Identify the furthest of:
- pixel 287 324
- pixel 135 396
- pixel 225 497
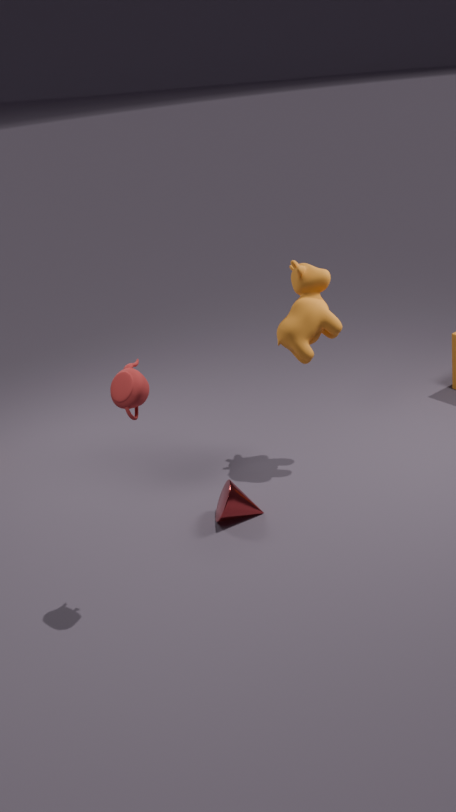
pixel 287 324
